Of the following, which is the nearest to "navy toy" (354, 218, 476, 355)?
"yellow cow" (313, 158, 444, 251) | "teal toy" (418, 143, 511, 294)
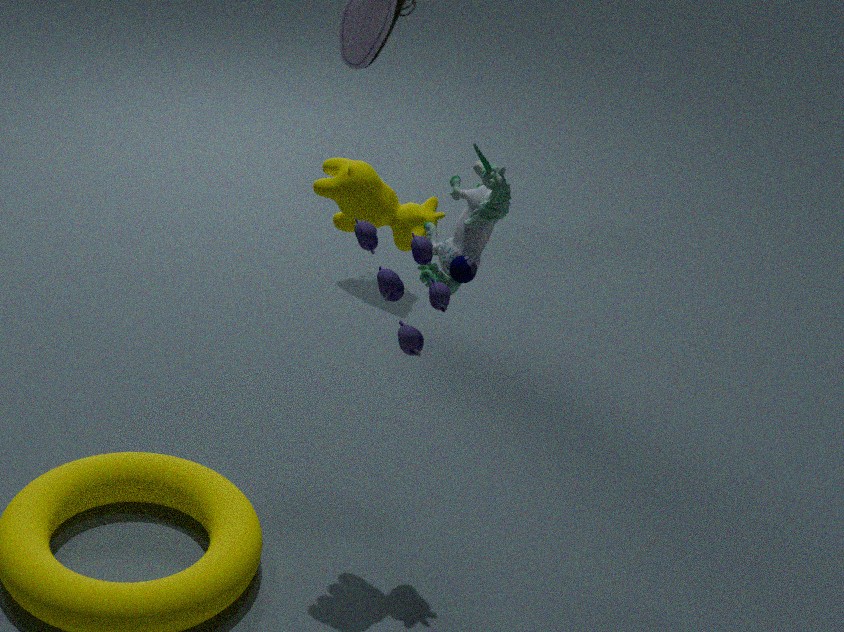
"teal toy" (418, 143, 511, 294)
